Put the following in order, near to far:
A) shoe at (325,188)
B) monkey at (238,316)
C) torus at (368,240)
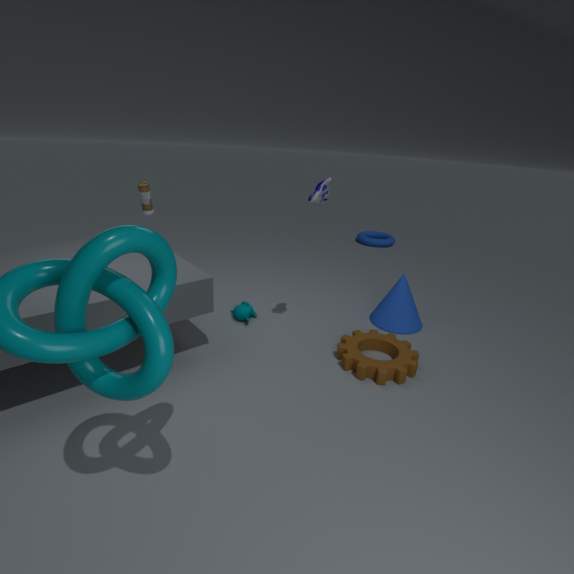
1. shoe at (325,188)
2. monkey at (238,316)
3. torus at (368,240)
